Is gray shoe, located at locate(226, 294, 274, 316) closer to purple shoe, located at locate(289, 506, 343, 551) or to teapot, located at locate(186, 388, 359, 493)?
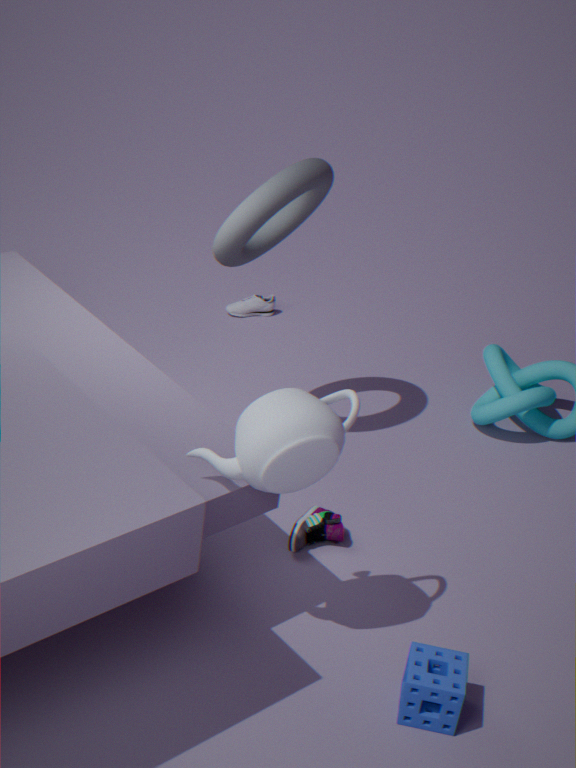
purple shoe, located at locate(289, 506, 343, 551)
